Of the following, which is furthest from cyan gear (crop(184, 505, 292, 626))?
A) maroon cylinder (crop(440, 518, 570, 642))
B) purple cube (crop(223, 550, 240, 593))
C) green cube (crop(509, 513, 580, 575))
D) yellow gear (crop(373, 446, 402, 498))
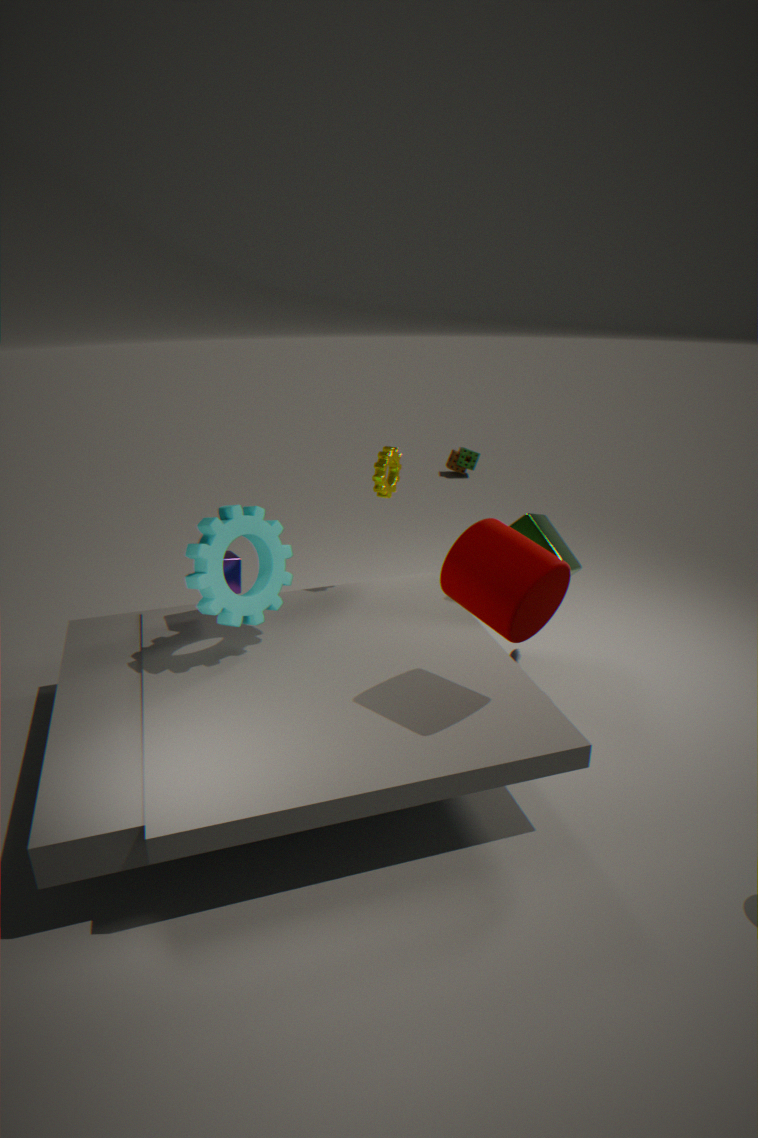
green cube (crop(509, 513, 580, 575))
